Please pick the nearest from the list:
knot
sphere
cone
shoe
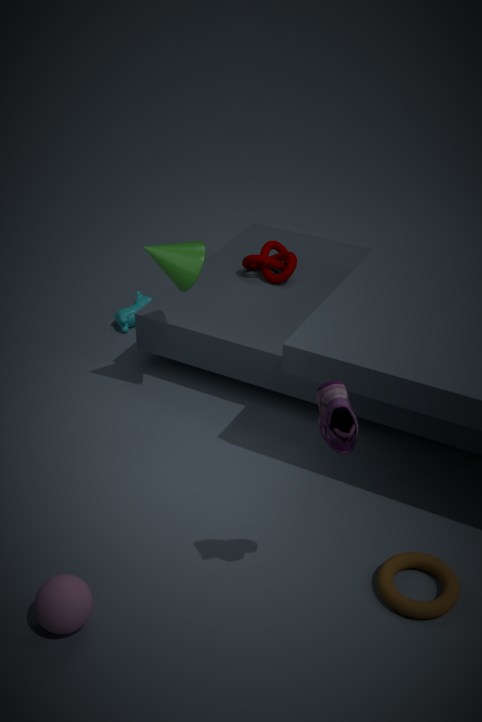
shoe
